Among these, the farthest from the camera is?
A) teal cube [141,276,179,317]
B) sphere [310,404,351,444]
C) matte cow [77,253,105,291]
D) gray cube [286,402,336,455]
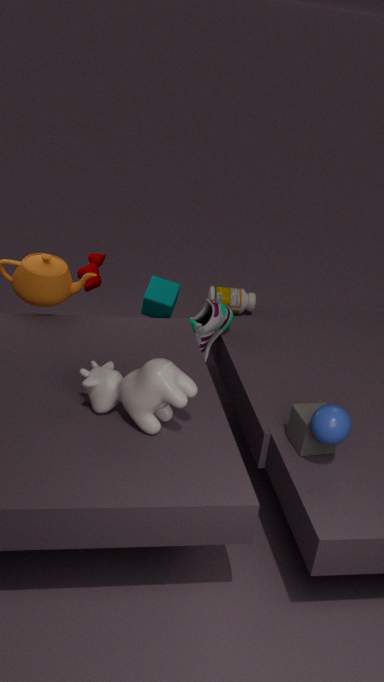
matte cow [77,253,105,291]
